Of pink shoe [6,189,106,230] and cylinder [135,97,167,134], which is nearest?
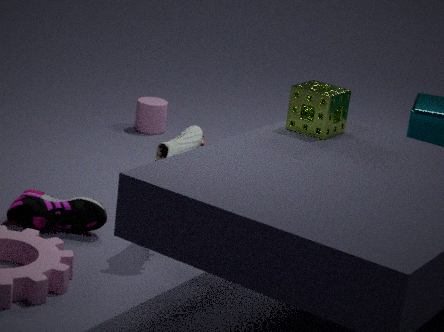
pink shoe [6,189,106,230]
